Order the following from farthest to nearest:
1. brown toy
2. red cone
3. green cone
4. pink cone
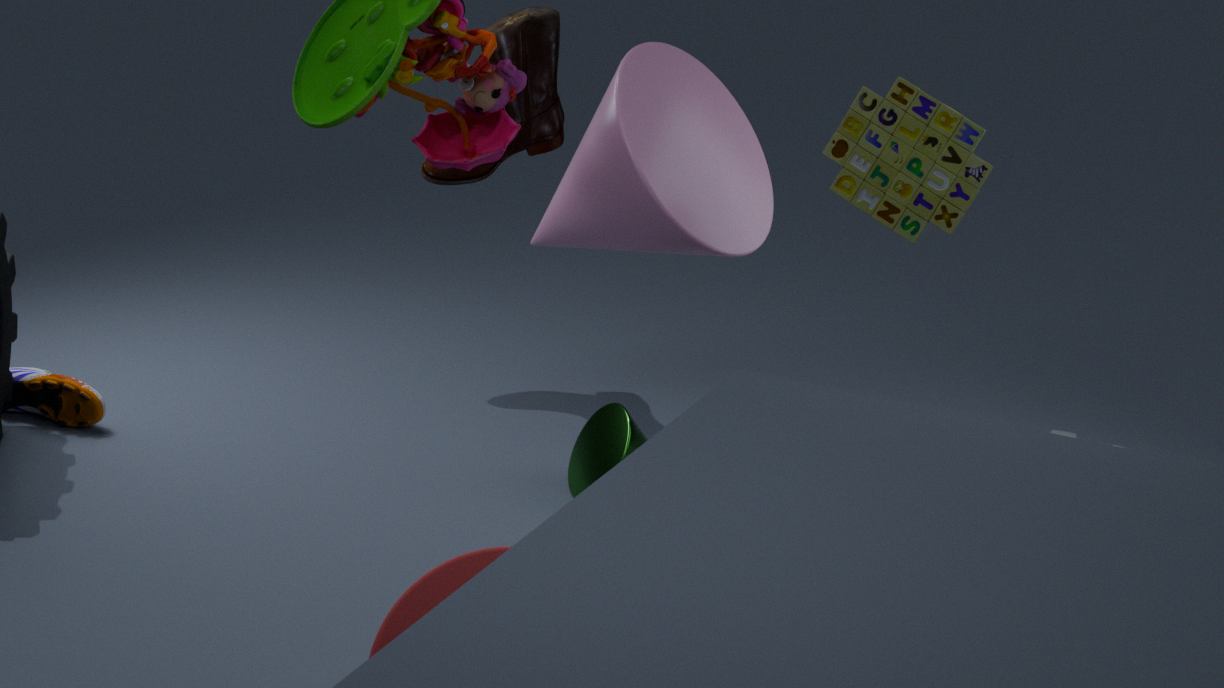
green cone → brown toy → pink cone → red cone
